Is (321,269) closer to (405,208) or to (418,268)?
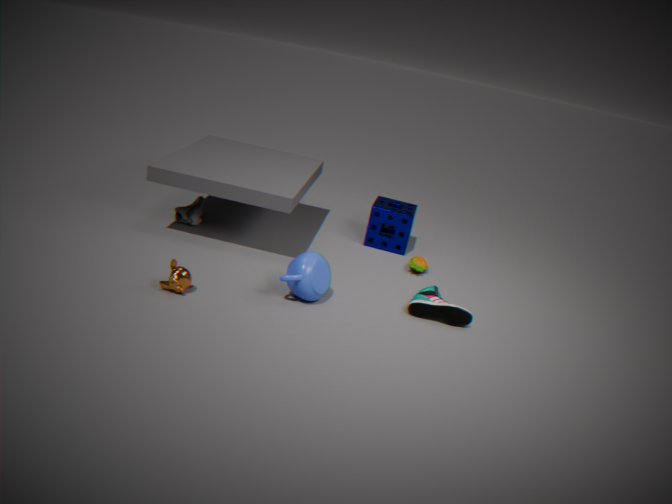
(418,268)
